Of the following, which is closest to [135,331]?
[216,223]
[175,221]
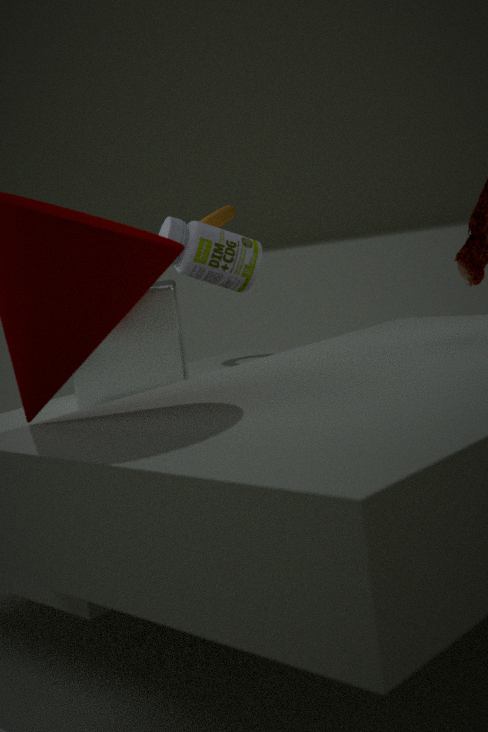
[175,221]
